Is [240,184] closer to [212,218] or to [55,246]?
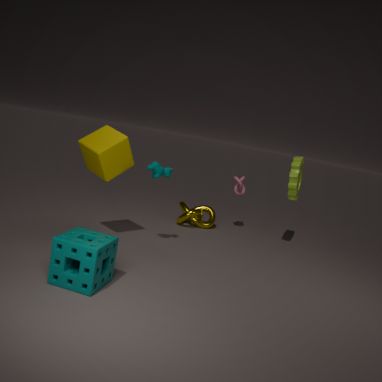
[212,218]
